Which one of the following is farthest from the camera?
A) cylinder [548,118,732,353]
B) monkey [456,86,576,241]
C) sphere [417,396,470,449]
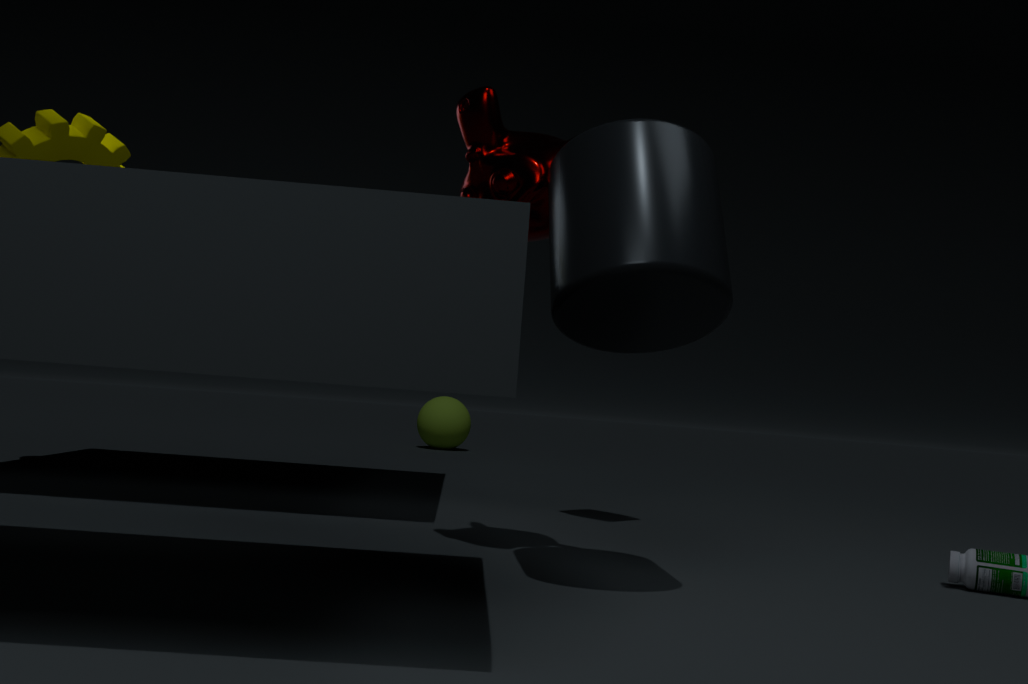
sphere [417,396,470,449]
